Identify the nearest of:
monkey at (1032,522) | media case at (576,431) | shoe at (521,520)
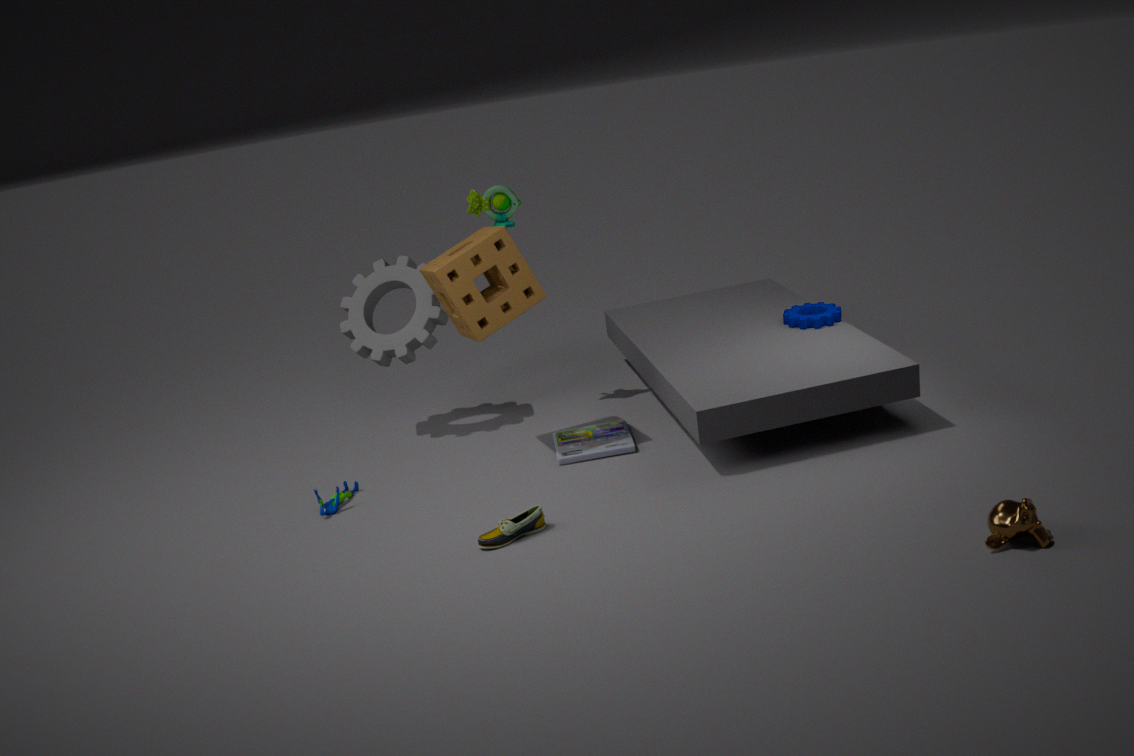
monkey at (1032,522)
